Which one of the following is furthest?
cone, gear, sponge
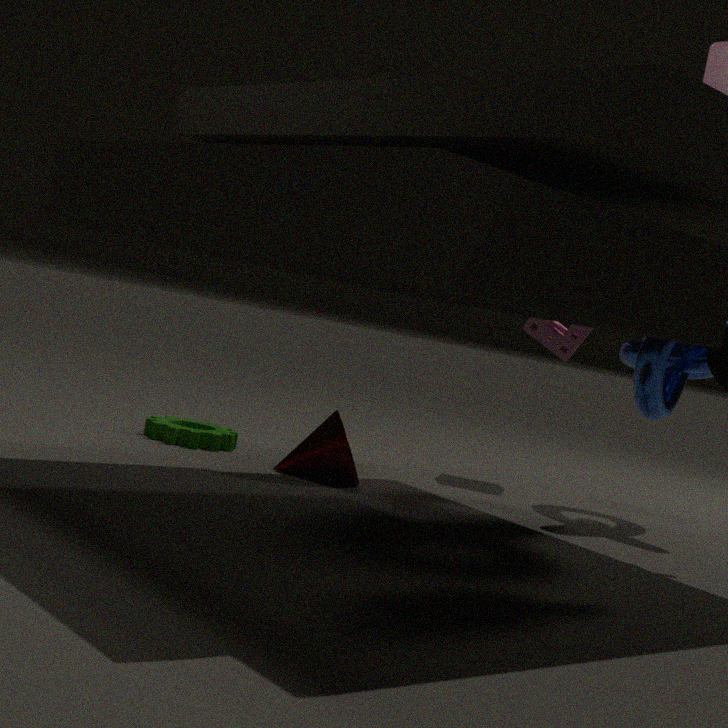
sponge
